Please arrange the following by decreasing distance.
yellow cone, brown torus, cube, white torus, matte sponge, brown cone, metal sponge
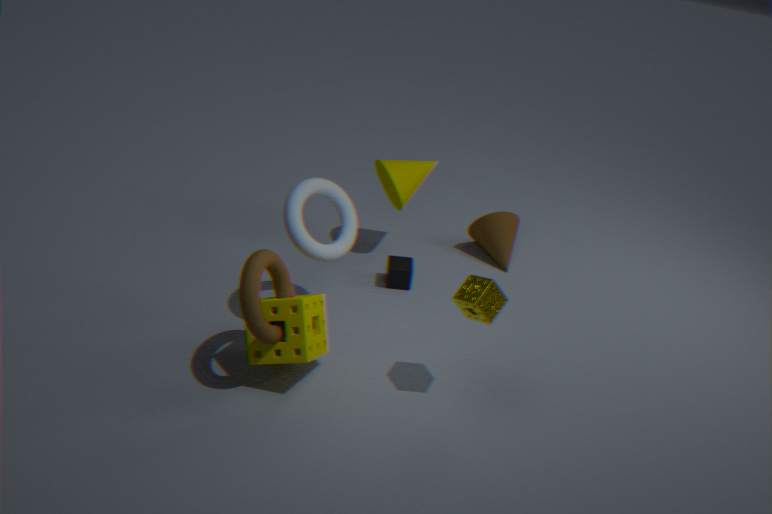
brown cone
yellow cone
cube
white torus
matte sponge
metal sponge
brown torus
